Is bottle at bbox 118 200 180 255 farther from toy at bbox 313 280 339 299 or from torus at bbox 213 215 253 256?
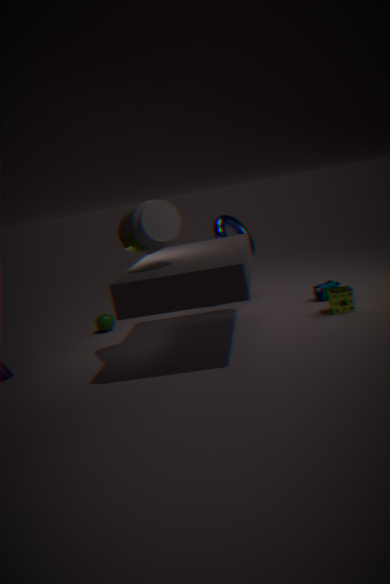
toy at bbox 313 280 339 299
